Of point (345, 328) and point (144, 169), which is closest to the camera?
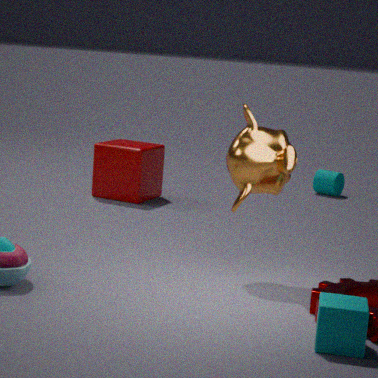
point (345, 328)
